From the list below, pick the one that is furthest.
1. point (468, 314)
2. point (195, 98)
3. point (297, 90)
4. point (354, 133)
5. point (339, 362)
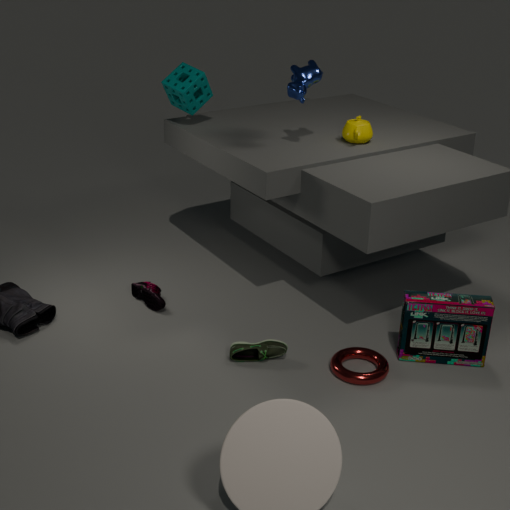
point (195, 98)
